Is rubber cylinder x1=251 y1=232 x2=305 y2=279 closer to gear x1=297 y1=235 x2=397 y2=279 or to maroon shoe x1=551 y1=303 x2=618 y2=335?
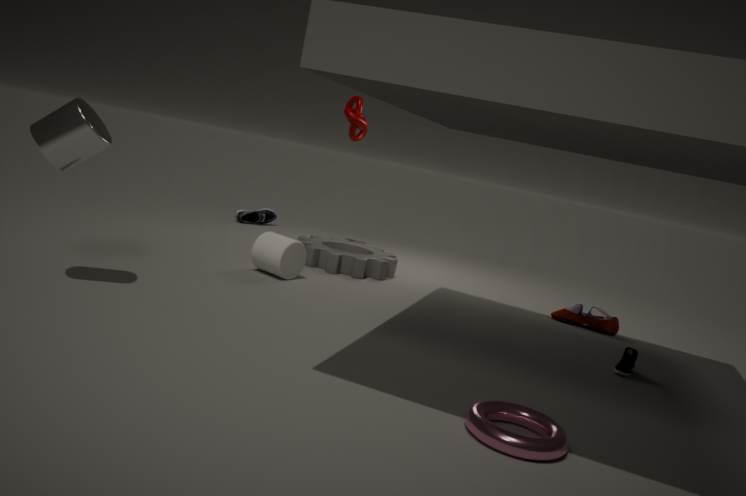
gear x1=297 y1=235 x2=397 y2=279
